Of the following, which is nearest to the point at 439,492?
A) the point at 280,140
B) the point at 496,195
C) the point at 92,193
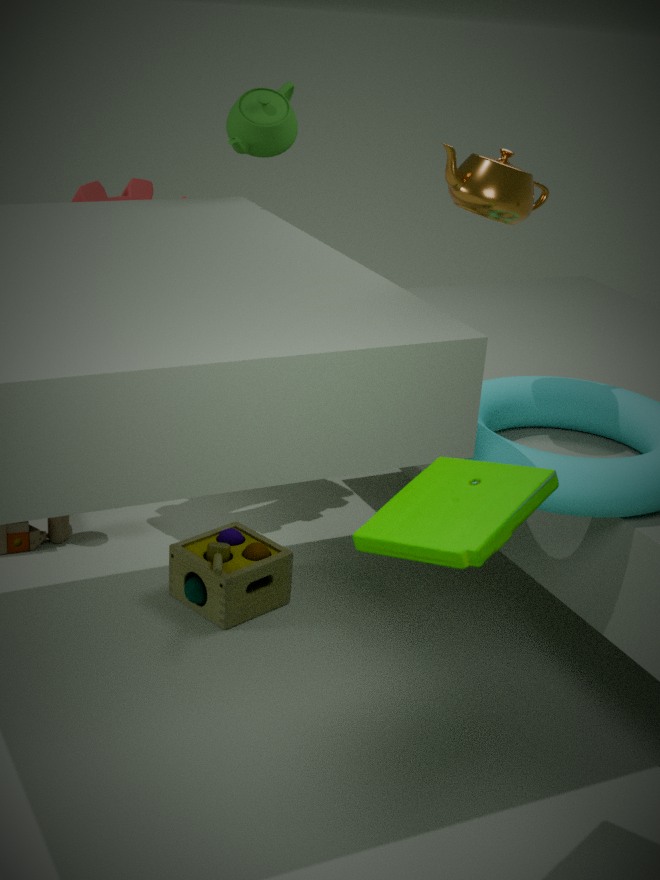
the point at 496,195
